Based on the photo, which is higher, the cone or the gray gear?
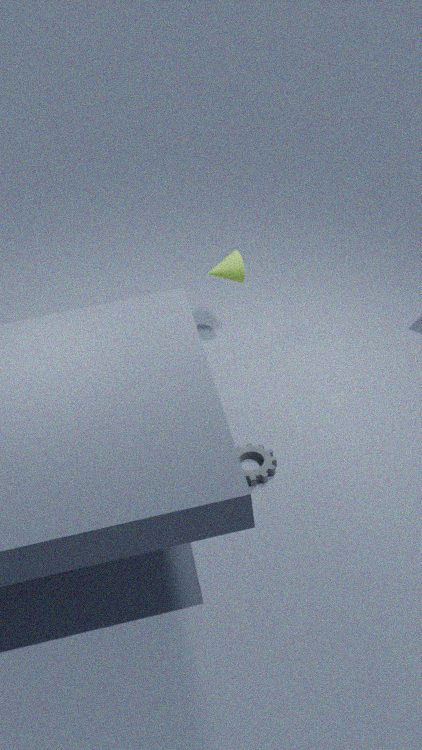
the cone
